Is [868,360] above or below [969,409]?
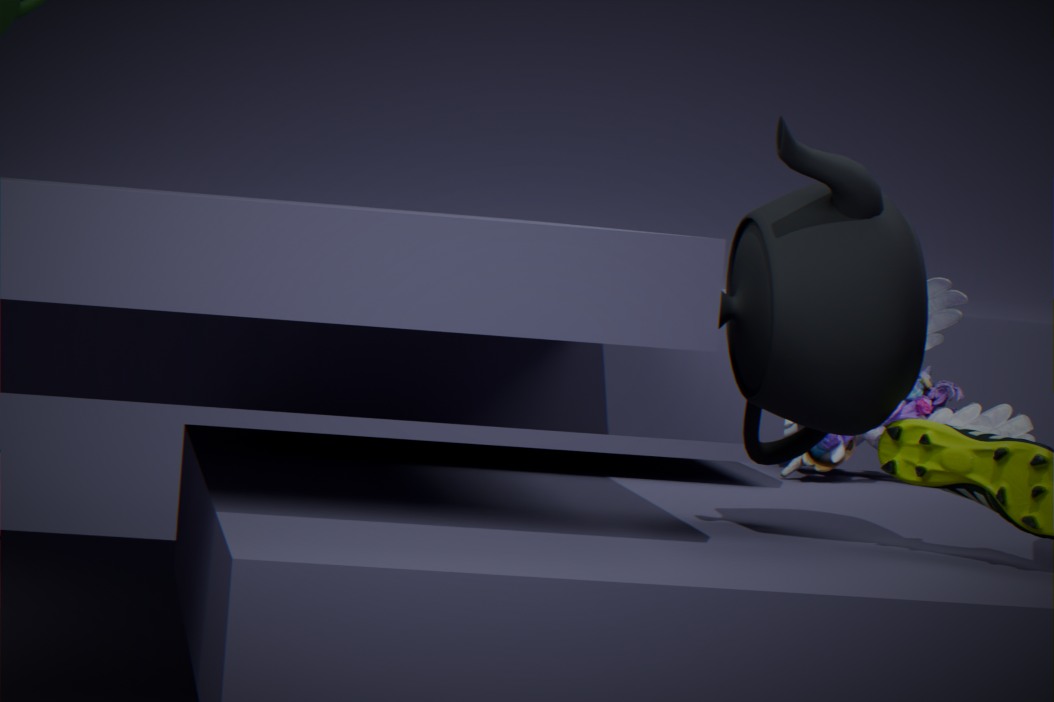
above
